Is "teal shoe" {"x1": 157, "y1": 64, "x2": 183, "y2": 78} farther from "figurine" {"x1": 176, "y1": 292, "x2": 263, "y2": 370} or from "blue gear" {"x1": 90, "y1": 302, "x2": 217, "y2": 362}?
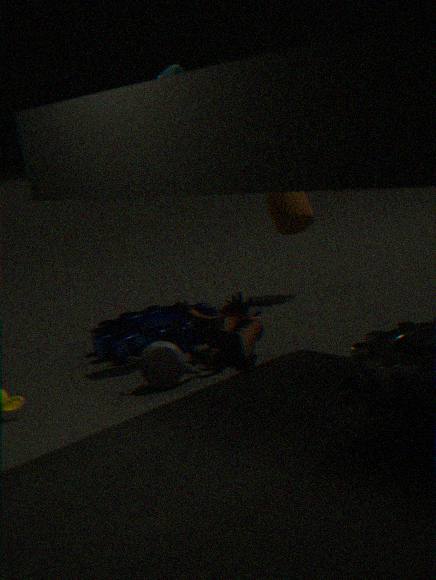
"blue gear" {"x1": 90, "y1": 302, "x2": 217, "y2": 362}
